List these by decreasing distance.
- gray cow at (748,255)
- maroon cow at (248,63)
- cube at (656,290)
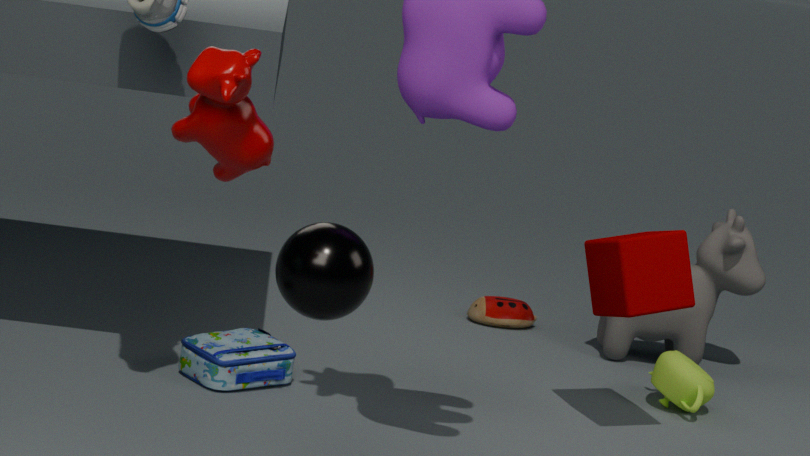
gray cow at (748,255), cube at (656,290), maroon cow at (248,63)
